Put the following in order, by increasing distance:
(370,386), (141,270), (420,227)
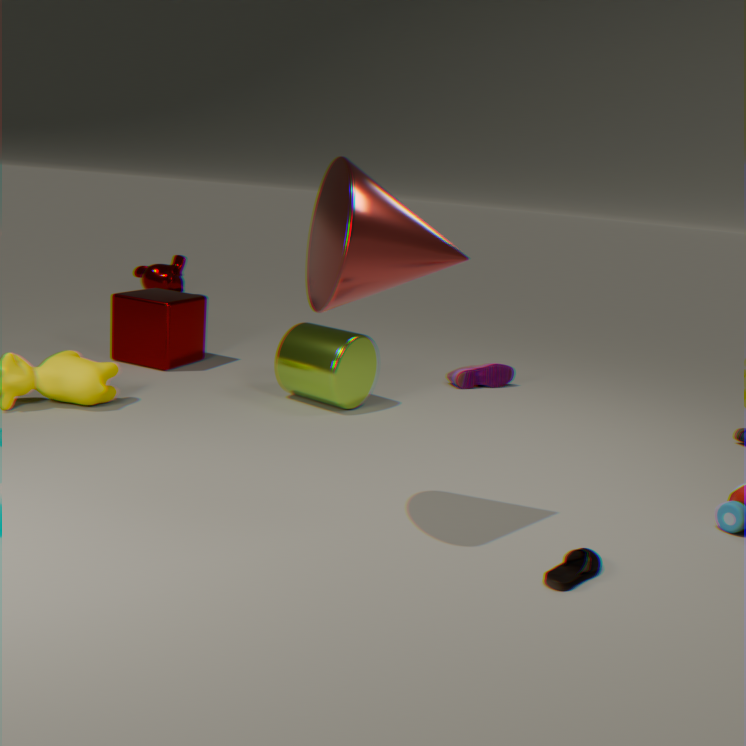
(420,227) < (370,386) < (141,270)
